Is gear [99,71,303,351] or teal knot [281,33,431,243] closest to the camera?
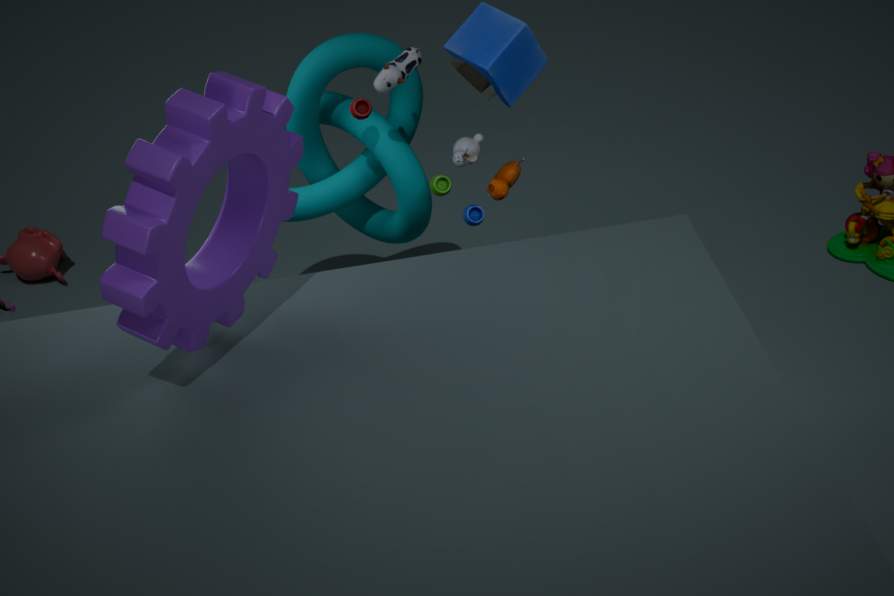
gear [99,71,303,351]
